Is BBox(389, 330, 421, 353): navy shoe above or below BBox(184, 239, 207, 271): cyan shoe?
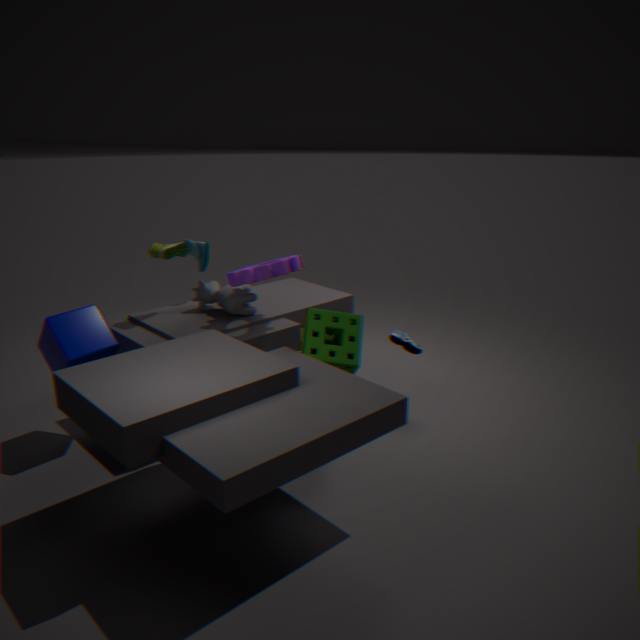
below
